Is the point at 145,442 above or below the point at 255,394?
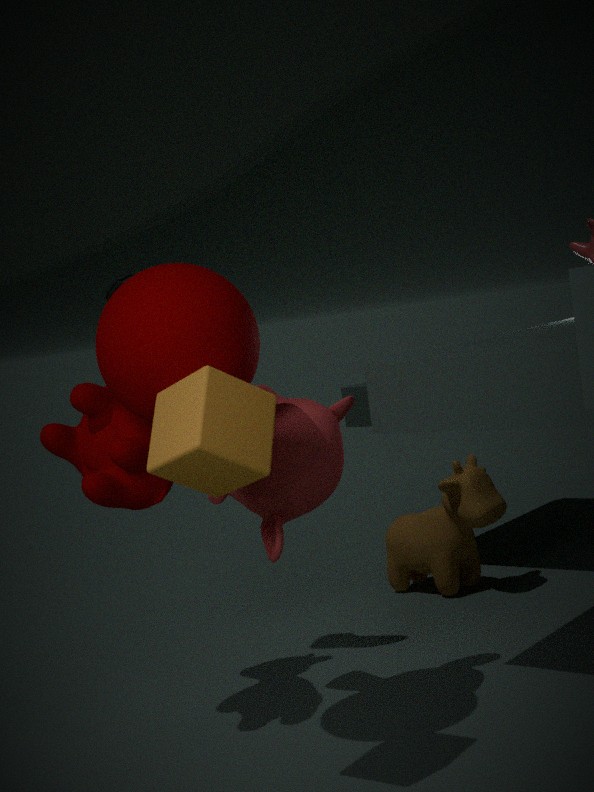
below
